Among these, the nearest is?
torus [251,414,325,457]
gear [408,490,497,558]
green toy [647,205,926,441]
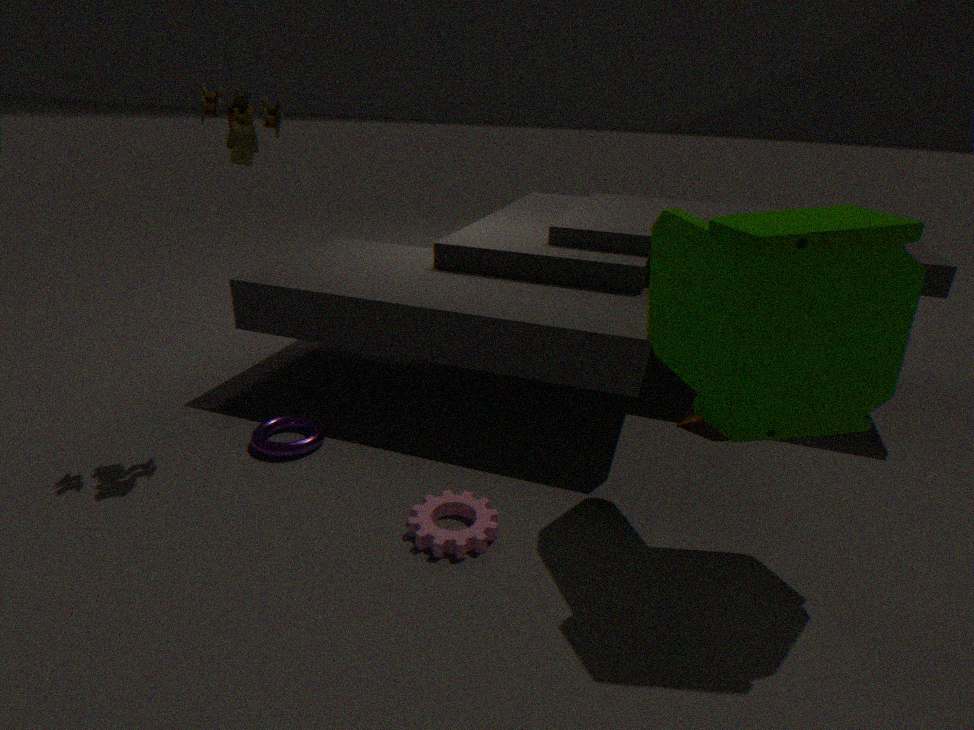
green toy [647,205,926,441]
